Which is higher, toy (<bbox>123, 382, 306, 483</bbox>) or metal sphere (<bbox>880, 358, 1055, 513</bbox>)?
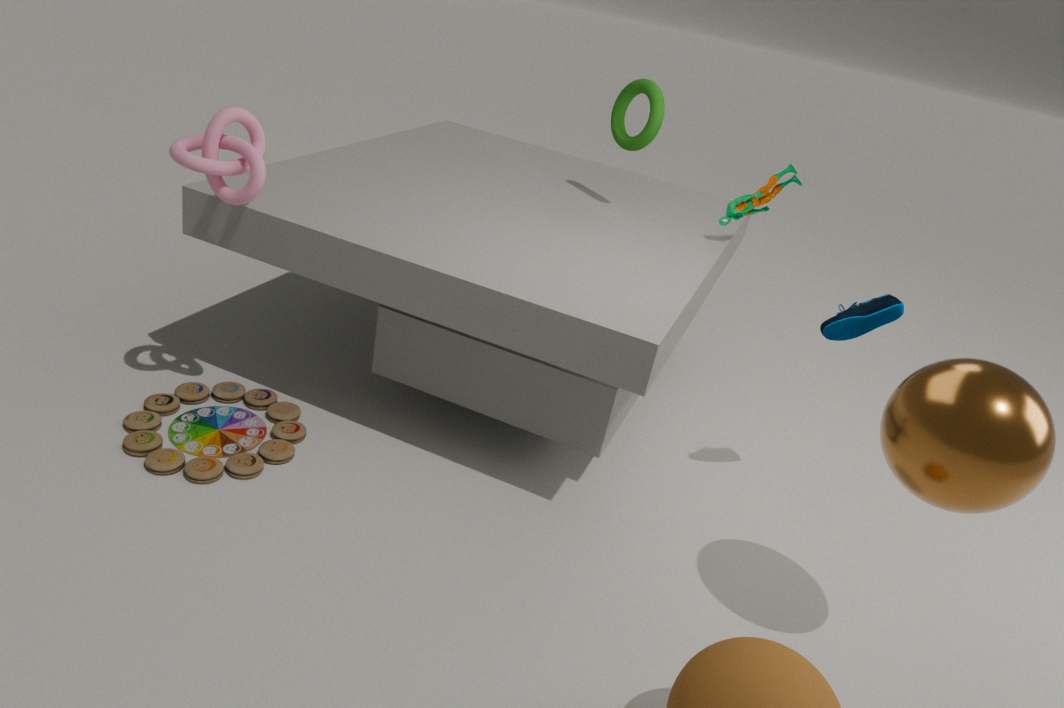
metal sphere (<bbox>880, 358, 1055, 513</bbox>)
